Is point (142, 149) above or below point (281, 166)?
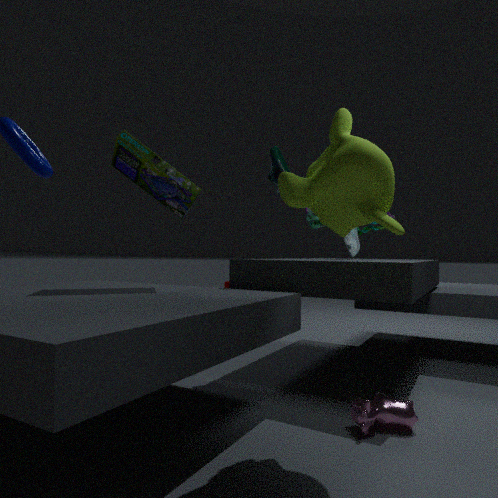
below
